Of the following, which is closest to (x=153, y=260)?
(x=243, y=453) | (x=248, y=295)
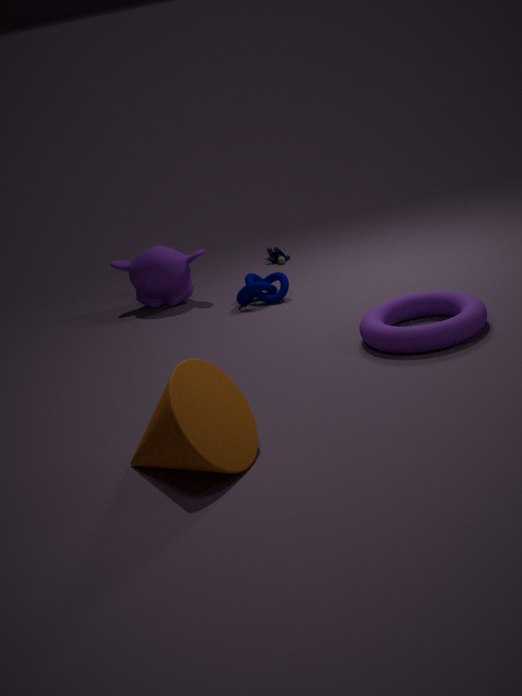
(x=248, y=295)
